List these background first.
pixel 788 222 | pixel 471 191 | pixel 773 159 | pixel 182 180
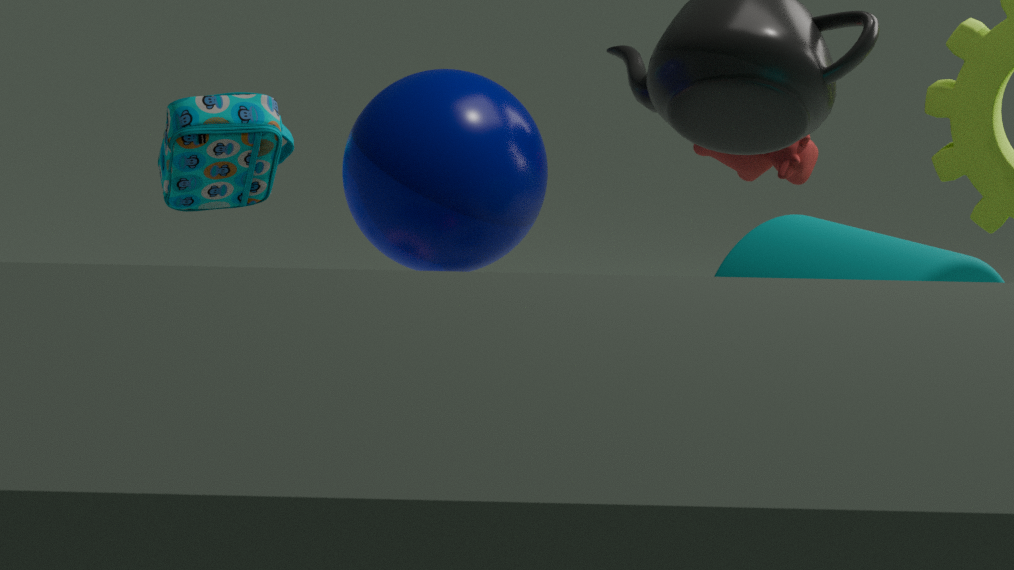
pixel 182 180 → pixel 773 159 → pixel 471 191 → pixel 788 222
